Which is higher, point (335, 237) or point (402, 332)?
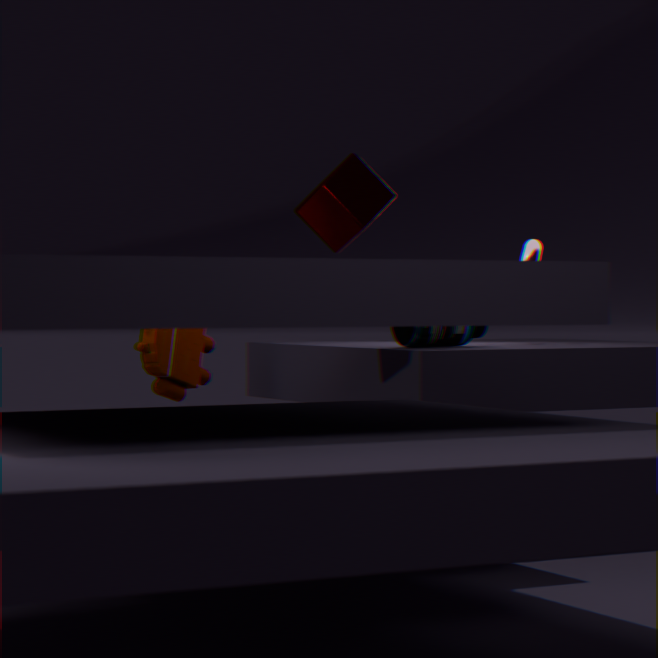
point (335, 237)
